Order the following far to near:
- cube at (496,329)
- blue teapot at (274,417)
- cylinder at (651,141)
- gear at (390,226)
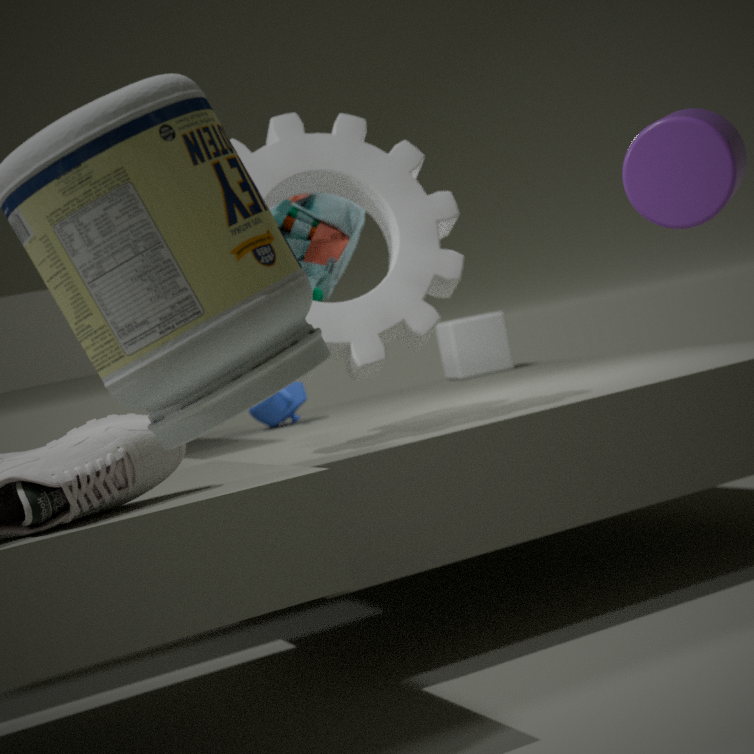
cube at (496,329) < blue teapot at (274,417) < gear at (390,226) < cylinder at (651,141)
